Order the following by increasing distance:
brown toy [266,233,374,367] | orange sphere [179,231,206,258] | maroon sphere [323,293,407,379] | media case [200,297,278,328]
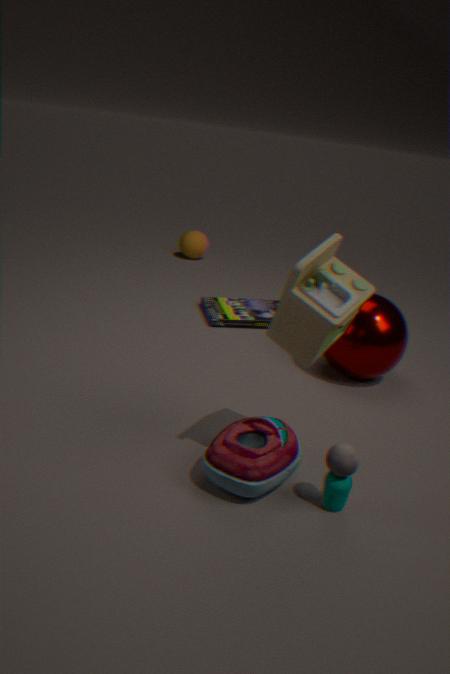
brown toy [266,233,374,367], maroon sphere [323,293,407,379], media case [200,297,278,328], orange sphere [179,231,206,258]
